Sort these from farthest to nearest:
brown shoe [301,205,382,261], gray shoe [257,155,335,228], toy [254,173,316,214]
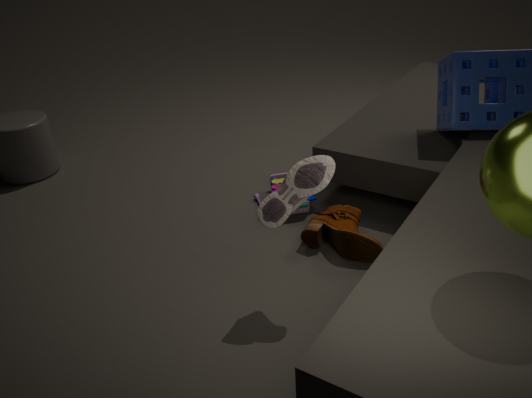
toy [254,173,316,214], brown shoe [301,205,382,261], gray shoe [257,155,335,228]
